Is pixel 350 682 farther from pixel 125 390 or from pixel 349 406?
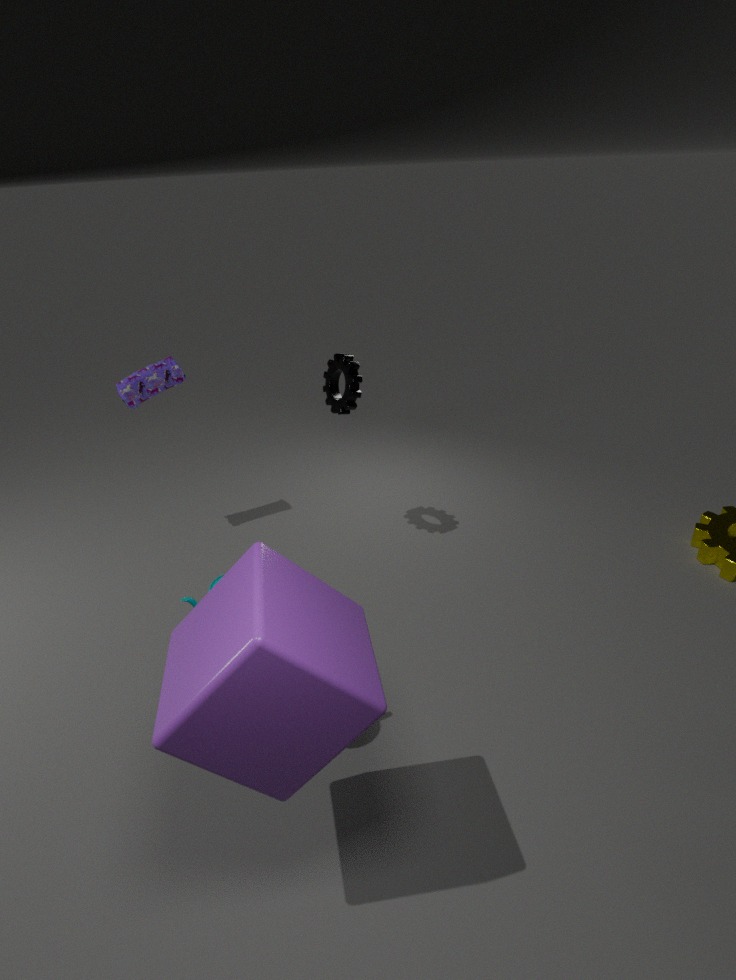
pixel 125 390
